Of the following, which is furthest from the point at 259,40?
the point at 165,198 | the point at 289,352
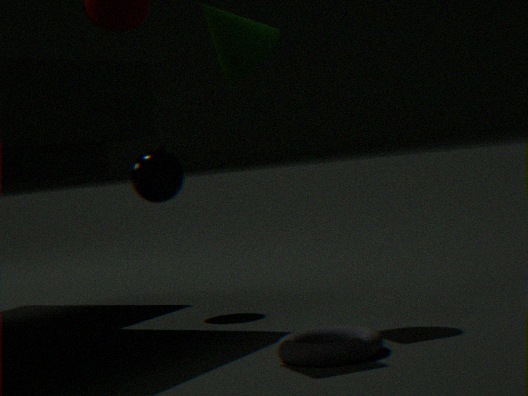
the point at 289,352
